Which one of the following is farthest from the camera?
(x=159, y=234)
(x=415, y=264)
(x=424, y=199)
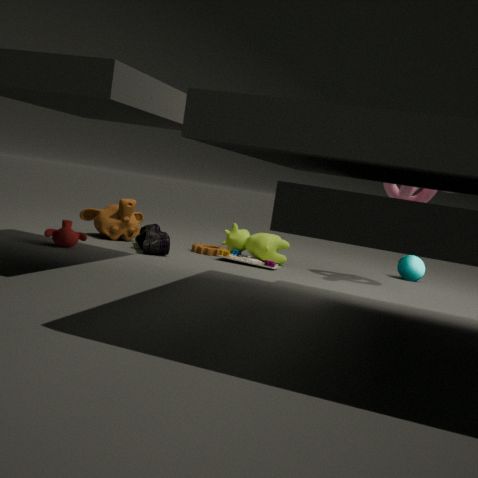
(x=415, y=264)
